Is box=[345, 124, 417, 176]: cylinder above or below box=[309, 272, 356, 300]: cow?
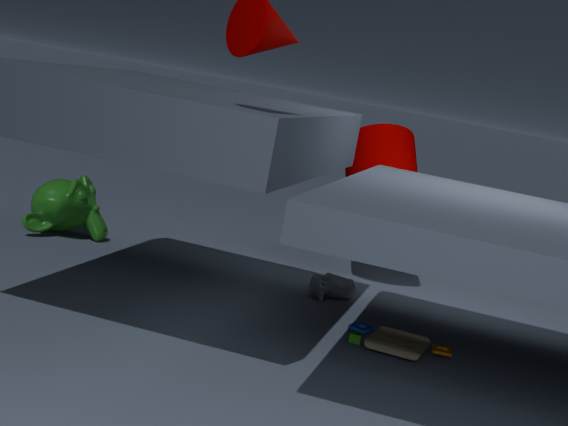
above
